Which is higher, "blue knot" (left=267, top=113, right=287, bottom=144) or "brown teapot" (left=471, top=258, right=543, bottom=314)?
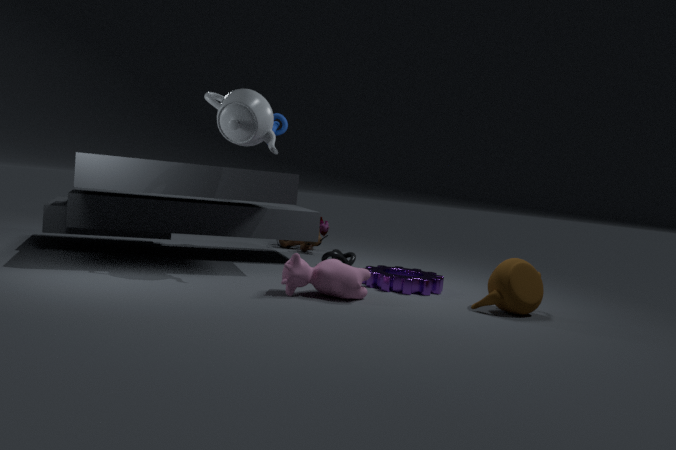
"blue knot" (left=267, top=113, right=287, bottom=144)
